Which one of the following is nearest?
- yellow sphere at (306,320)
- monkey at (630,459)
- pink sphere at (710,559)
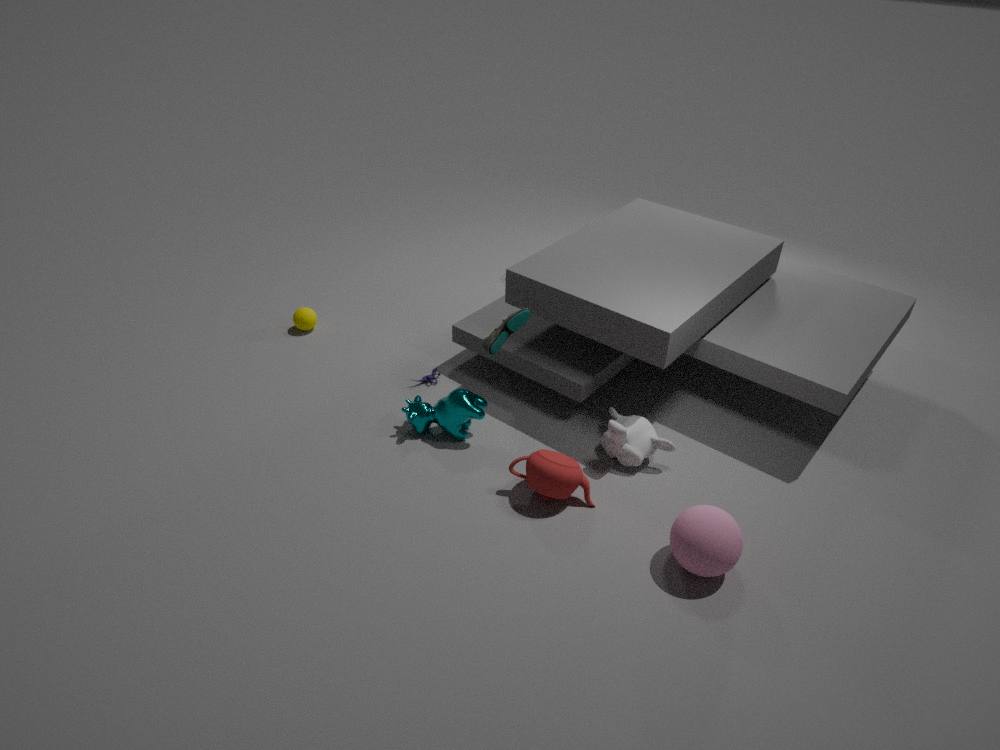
pink sphere at (710,559)
